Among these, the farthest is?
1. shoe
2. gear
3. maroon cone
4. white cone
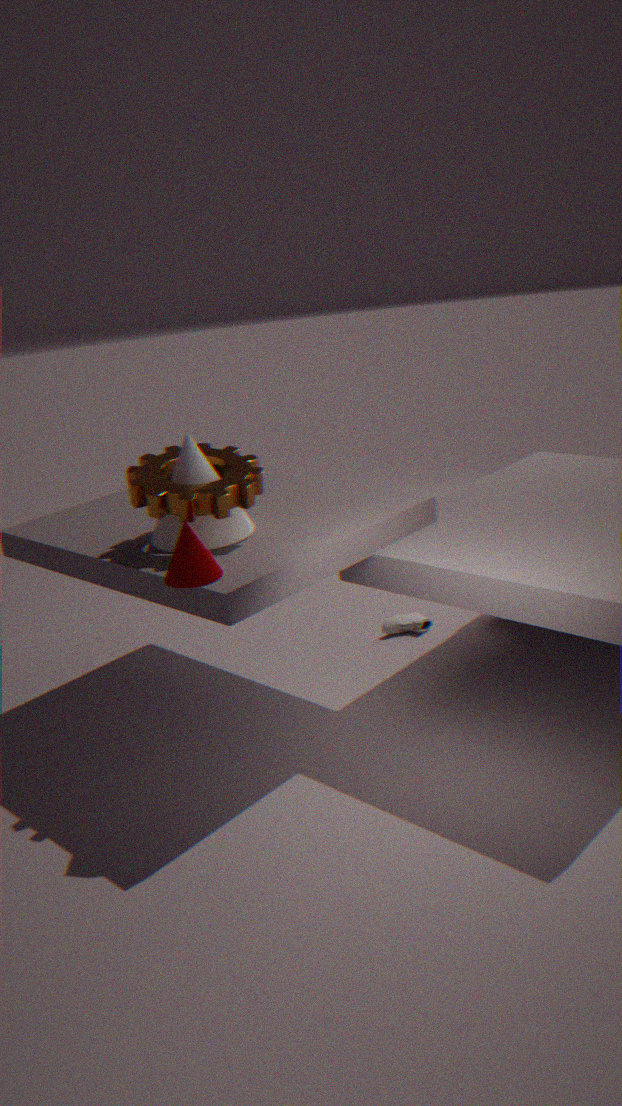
shoe
